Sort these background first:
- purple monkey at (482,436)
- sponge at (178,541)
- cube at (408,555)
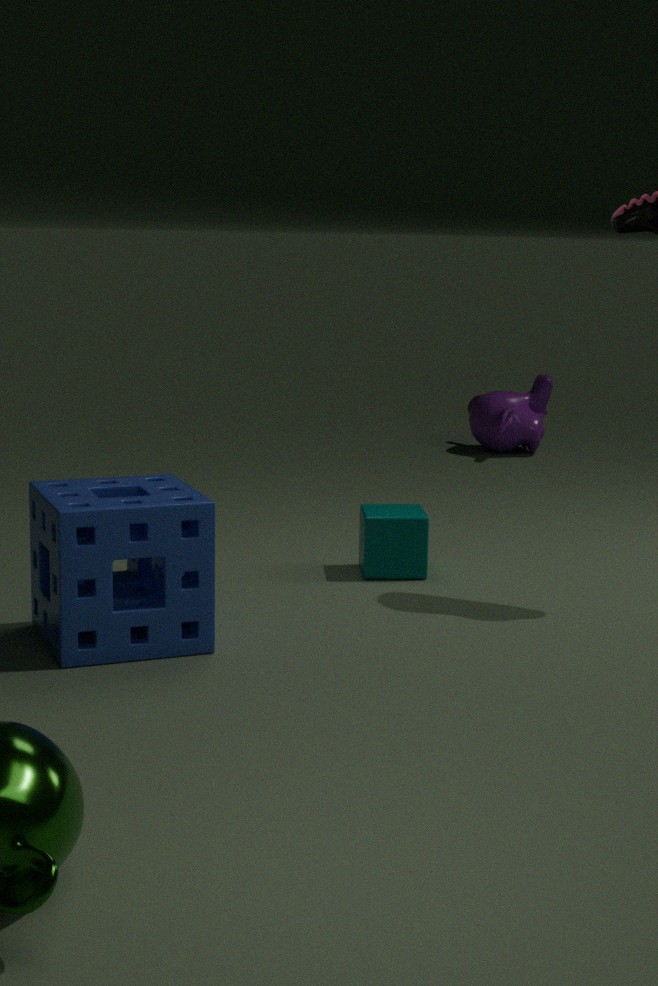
purple monkey at (482,436) < cube at (408,555) < sponge at (178,541)
